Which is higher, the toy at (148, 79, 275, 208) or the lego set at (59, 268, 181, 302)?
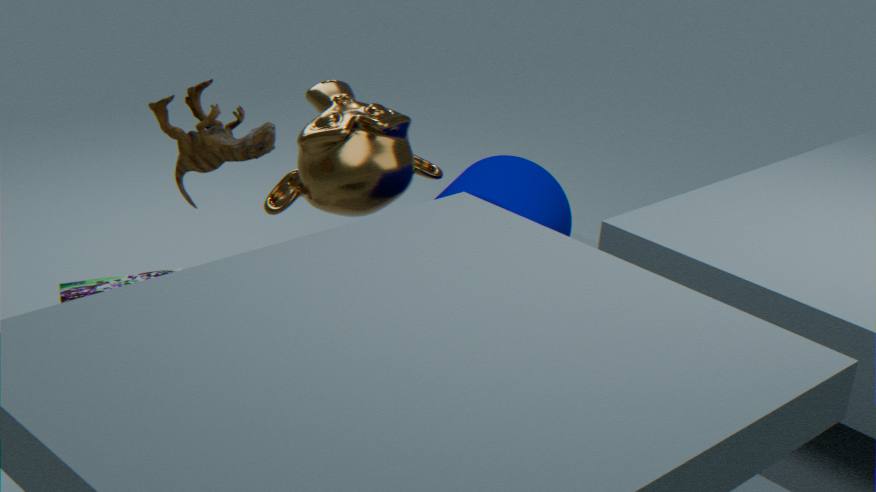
the toy at (148, 79, 275, 208)
